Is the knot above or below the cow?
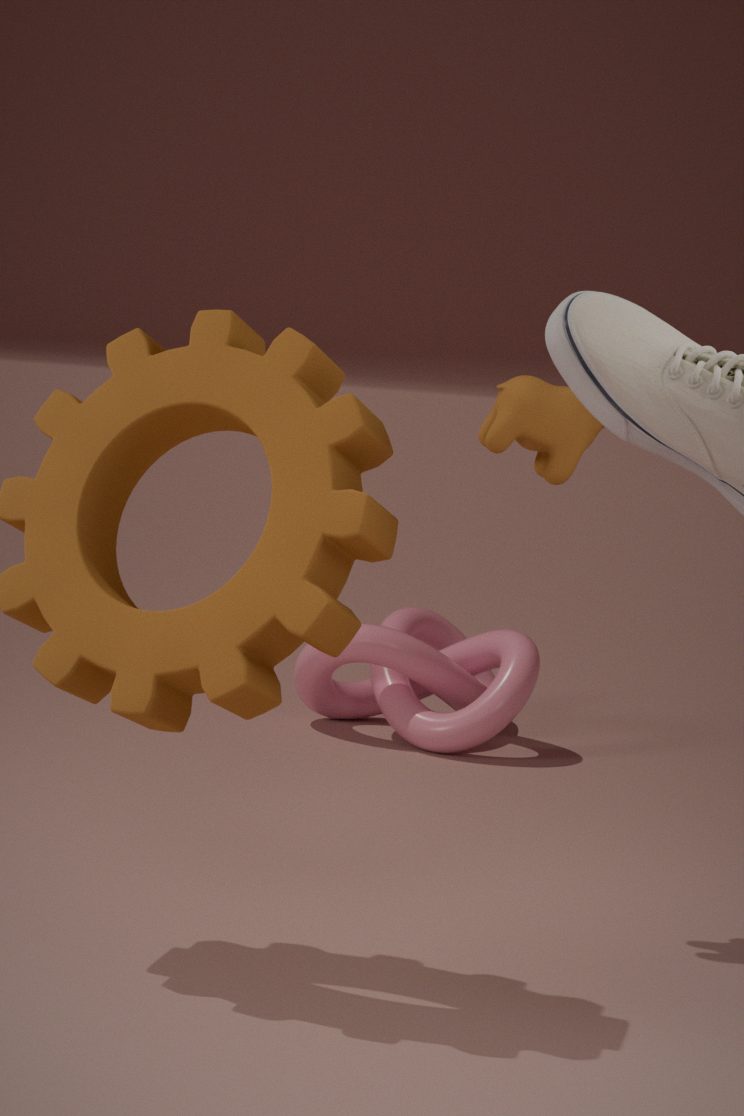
below
